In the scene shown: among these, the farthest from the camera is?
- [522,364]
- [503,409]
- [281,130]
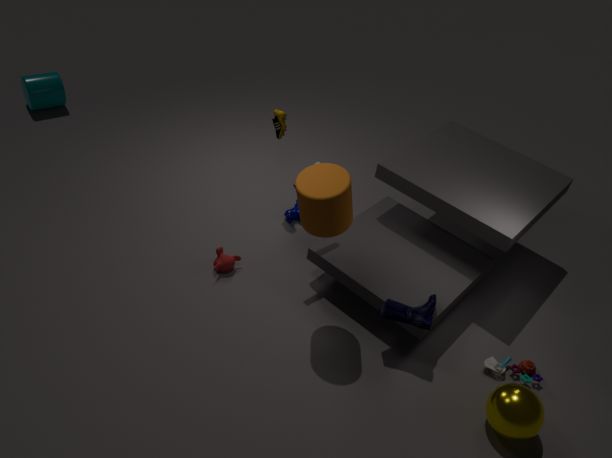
[281,130]
